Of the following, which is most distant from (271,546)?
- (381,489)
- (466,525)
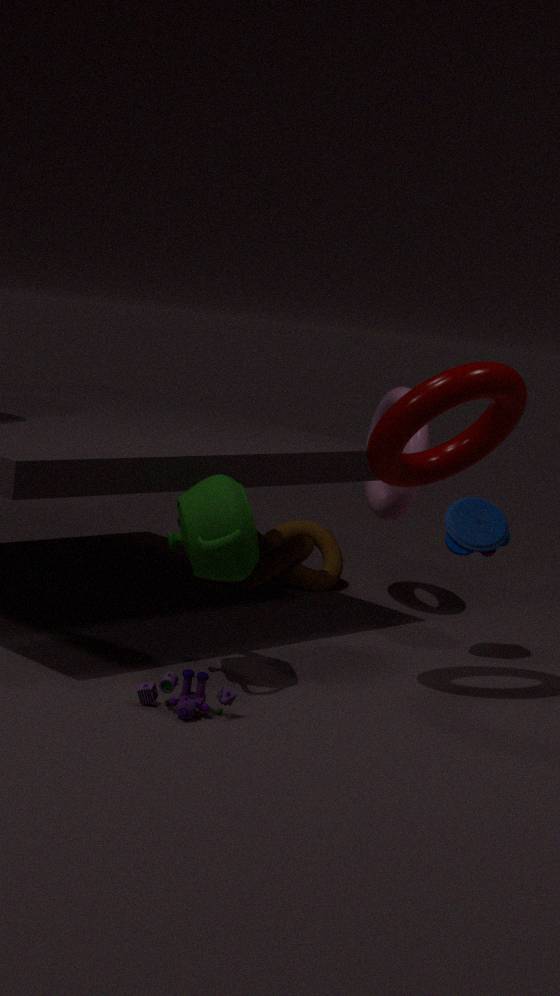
(466,525)
